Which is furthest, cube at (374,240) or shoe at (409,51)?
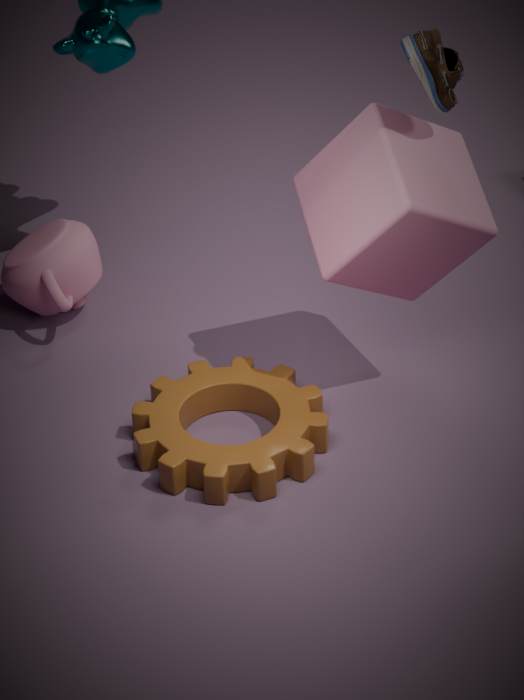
cube at (374,240)
